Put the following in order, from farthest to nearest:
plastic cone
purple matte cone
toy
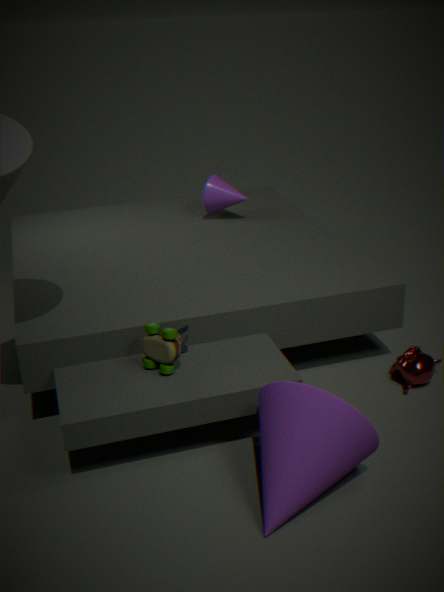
plastic cone
toy
purple matte cone
